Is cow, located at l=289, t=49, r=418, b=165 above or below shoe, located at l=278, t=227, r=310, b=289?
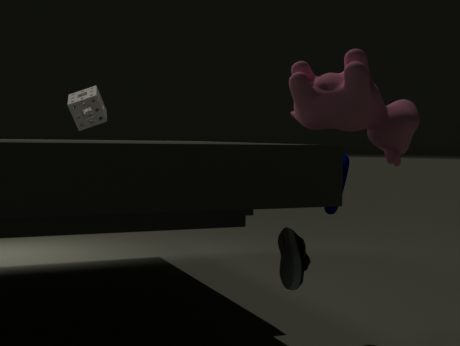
above
